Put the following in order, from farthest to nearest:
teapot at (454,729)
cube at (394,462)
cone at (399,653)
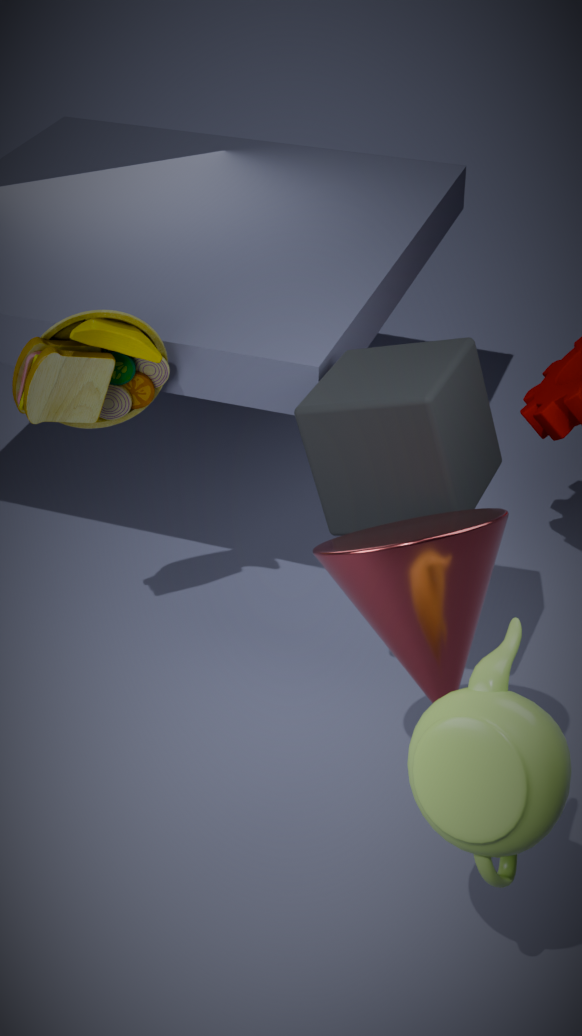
cube at (394,462), cone at (399,653), teapot at (454,729)
